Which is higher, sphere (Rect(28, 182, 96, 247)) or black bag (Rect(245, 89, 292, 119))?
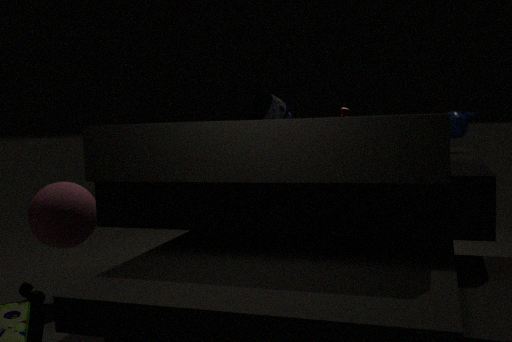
black bag (Rect(245, 89, 292, 119))
